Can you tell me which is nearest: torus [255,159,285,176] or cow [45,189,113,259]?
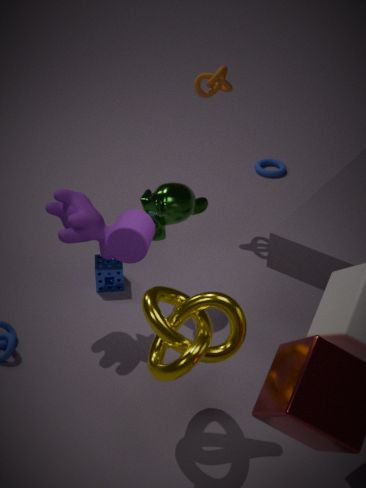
cow [45,189,113,259]
